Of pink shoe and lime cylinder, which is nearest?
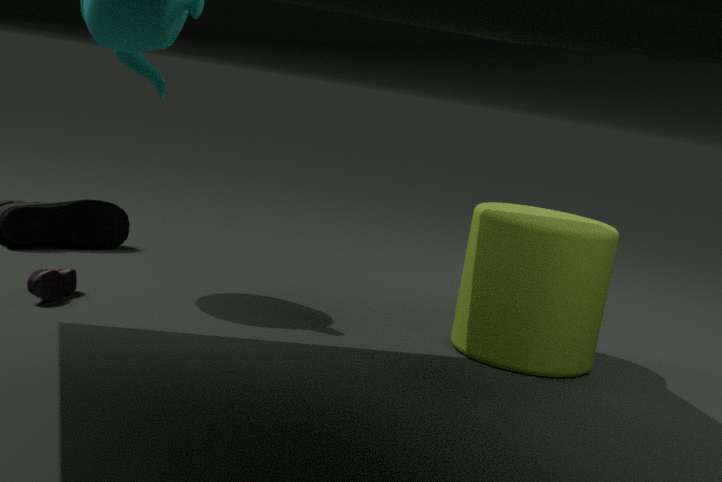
pink shoe
